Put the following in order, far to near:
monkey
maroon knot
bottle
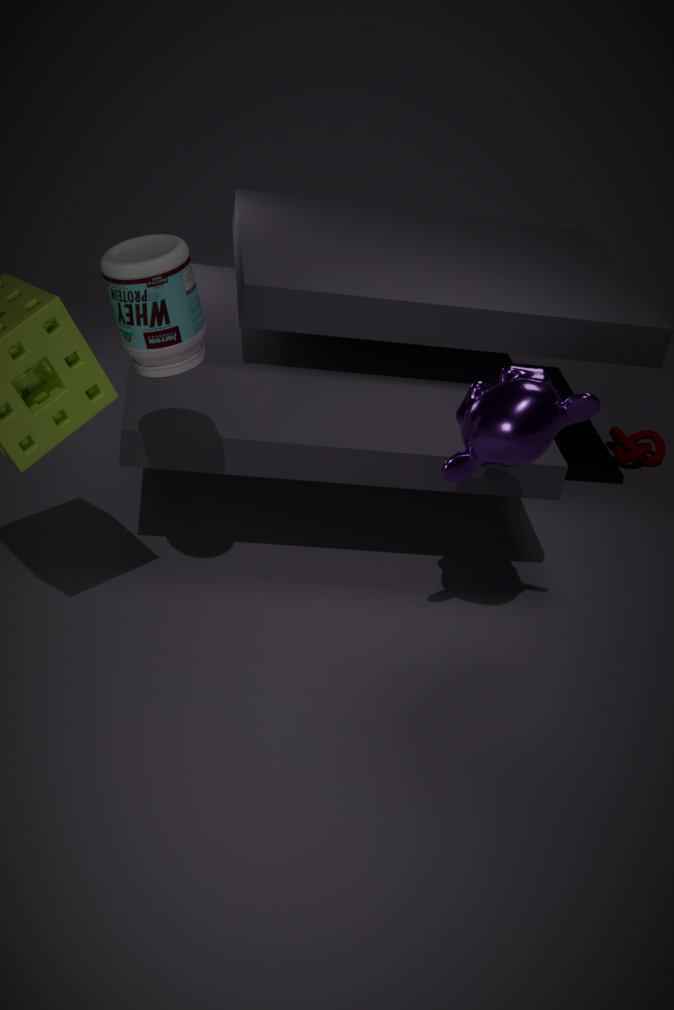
maroon knot, monkey, bottle
